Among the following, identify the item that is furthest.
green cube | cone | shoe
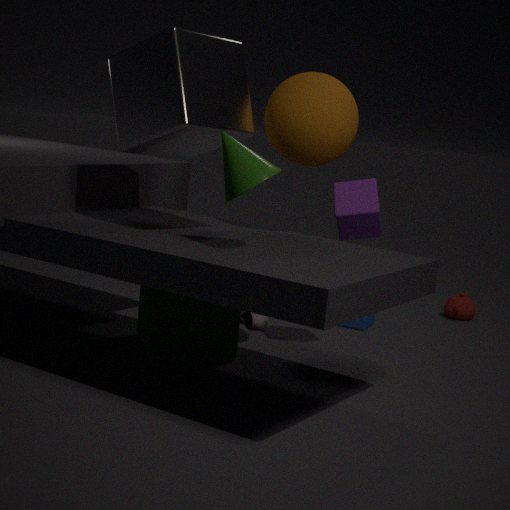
shoe
